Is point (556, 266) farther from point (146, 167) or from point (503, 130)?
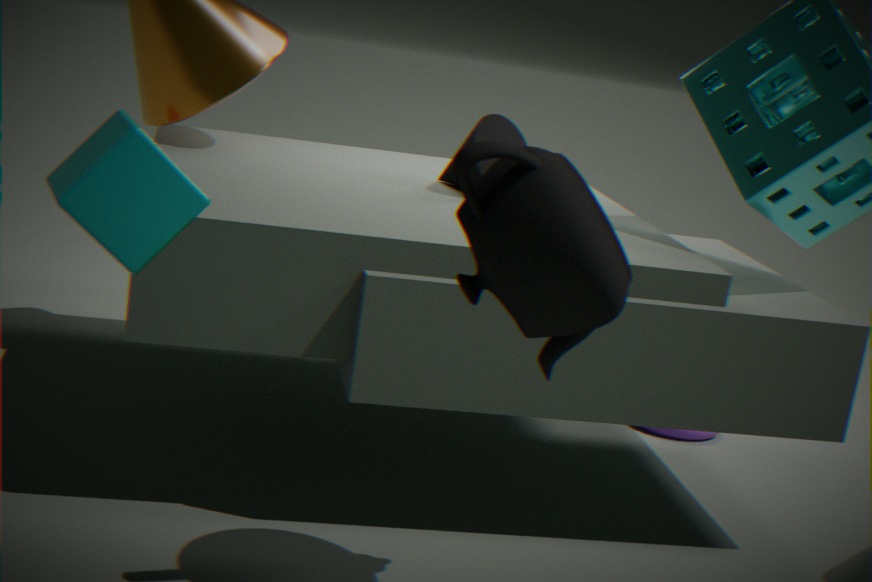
point (503, 130)
